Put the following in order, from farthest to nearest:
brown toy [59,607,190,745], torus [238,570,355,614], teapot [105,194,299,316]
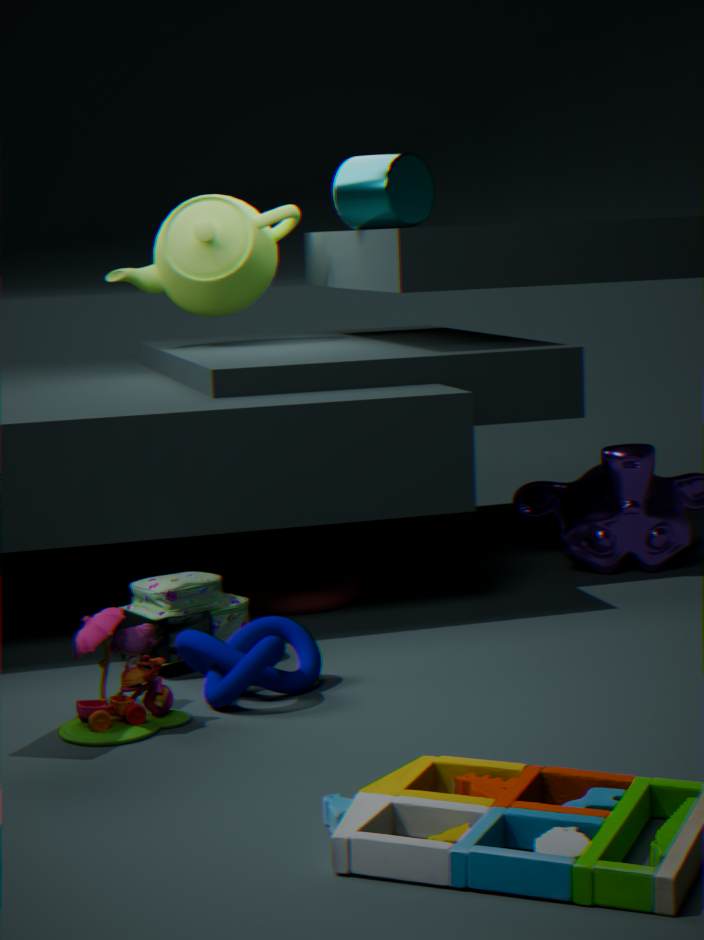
1. teapot [105,194,299,316]
2. torus [238,570,355,614]
3. brown toy [59,607,190,745]
